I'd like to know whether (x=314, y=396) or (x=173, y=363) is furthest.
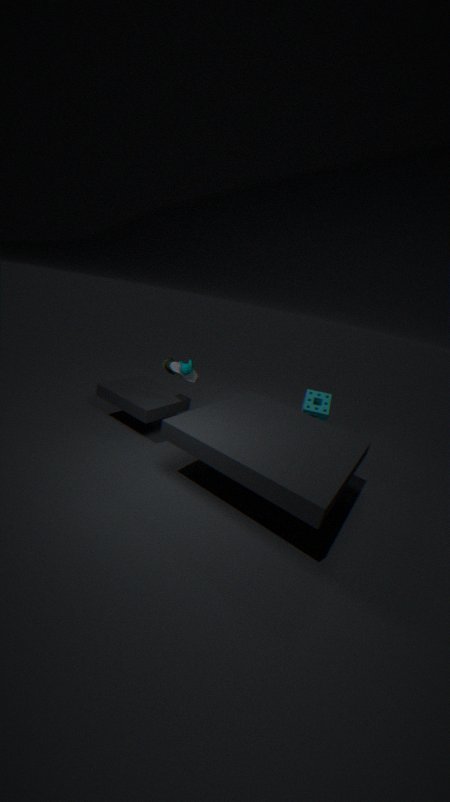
(x=314, y=396)
